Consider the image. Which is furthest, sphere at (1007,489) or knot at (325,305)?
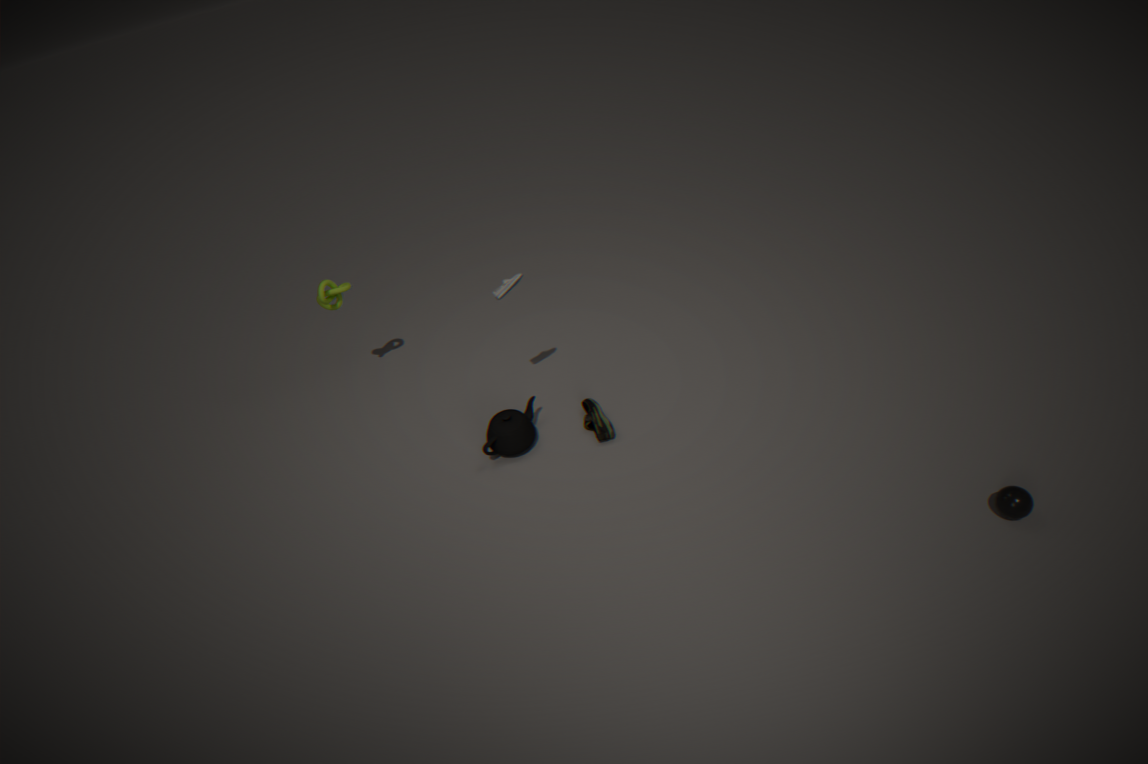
knot at (325,305)
